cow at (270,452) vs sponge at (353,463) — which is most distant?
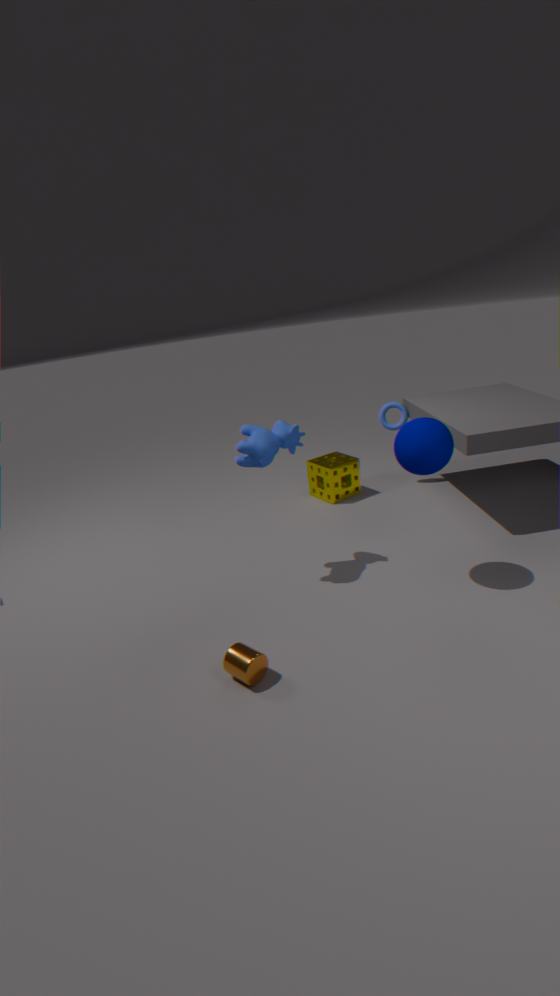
sponge at (353,463)
